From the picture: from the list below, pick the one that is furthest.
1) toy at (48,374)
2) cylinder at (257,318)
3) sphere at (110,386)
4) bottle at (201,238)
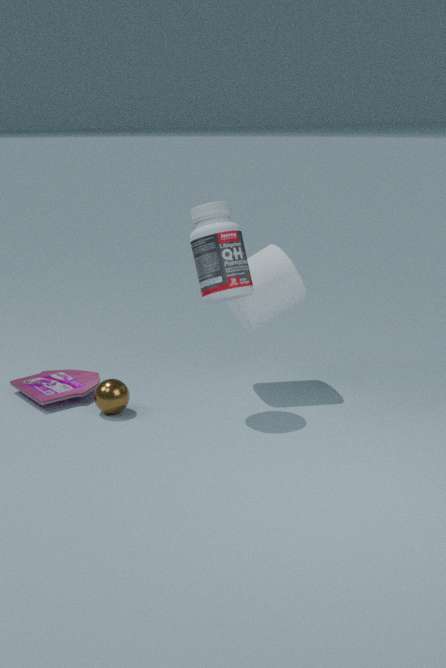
2. cylinder at (257,318)
